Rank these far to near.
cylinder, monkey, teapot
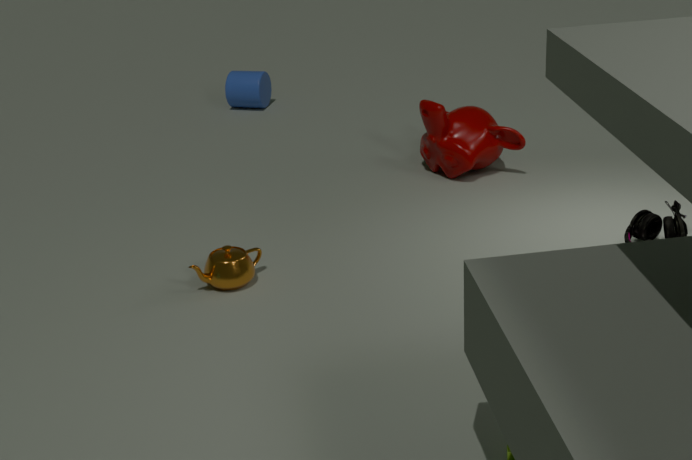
cylinder
monkey
teapot
